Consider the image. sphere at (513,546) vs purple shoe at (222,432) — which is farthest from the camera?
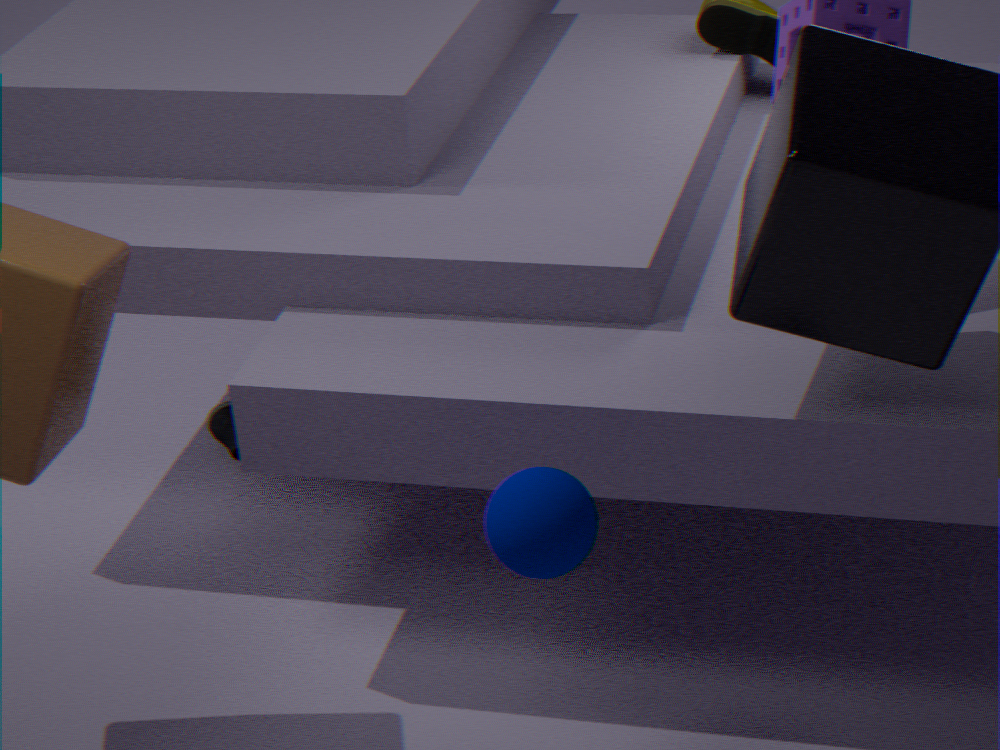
purple shoe at (222,432)
